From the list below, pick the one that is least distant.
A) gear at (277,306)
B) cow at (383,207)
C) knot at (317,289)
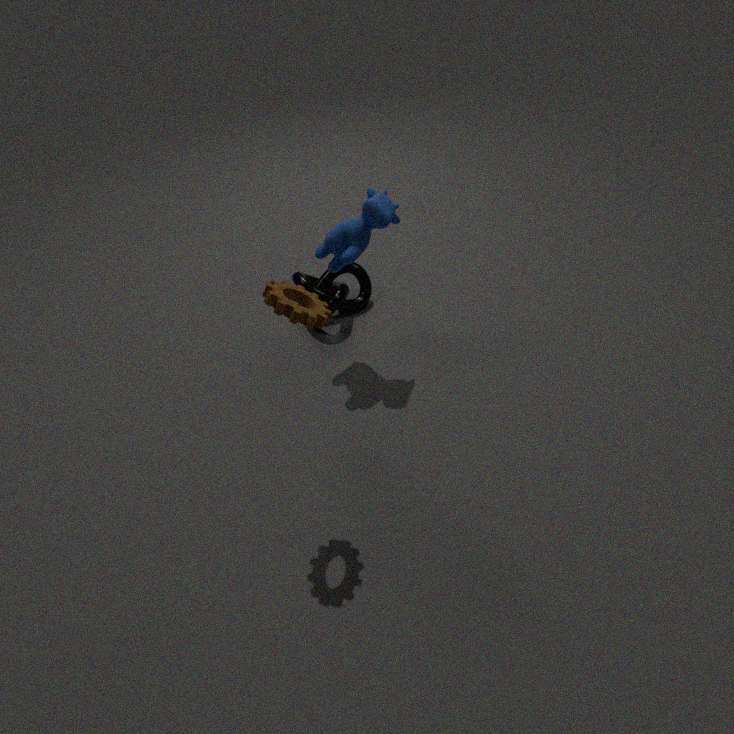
gear at (277,306)
